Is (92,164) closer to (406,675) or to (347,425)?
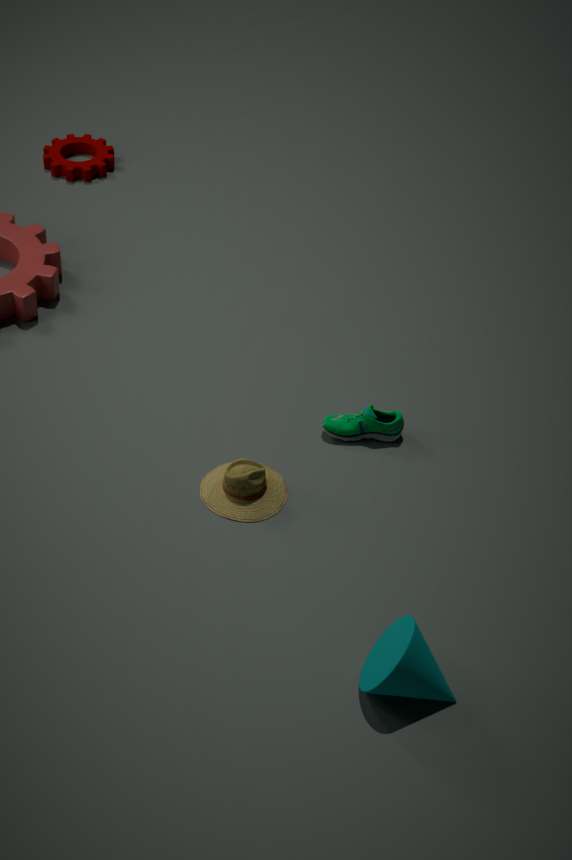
(347,425)
